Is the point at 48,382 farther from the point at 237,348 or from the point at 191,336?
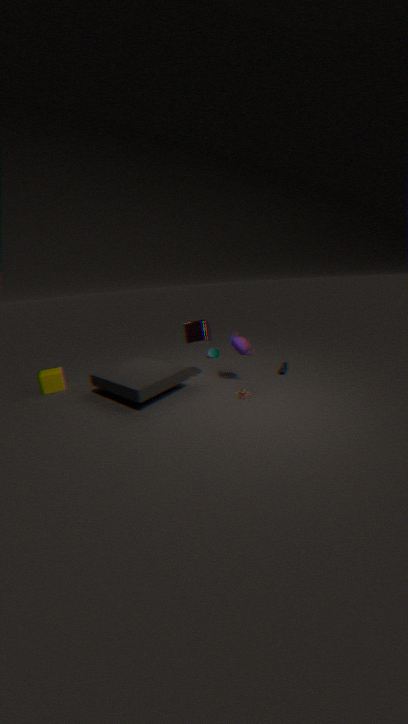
the point at 237,348
